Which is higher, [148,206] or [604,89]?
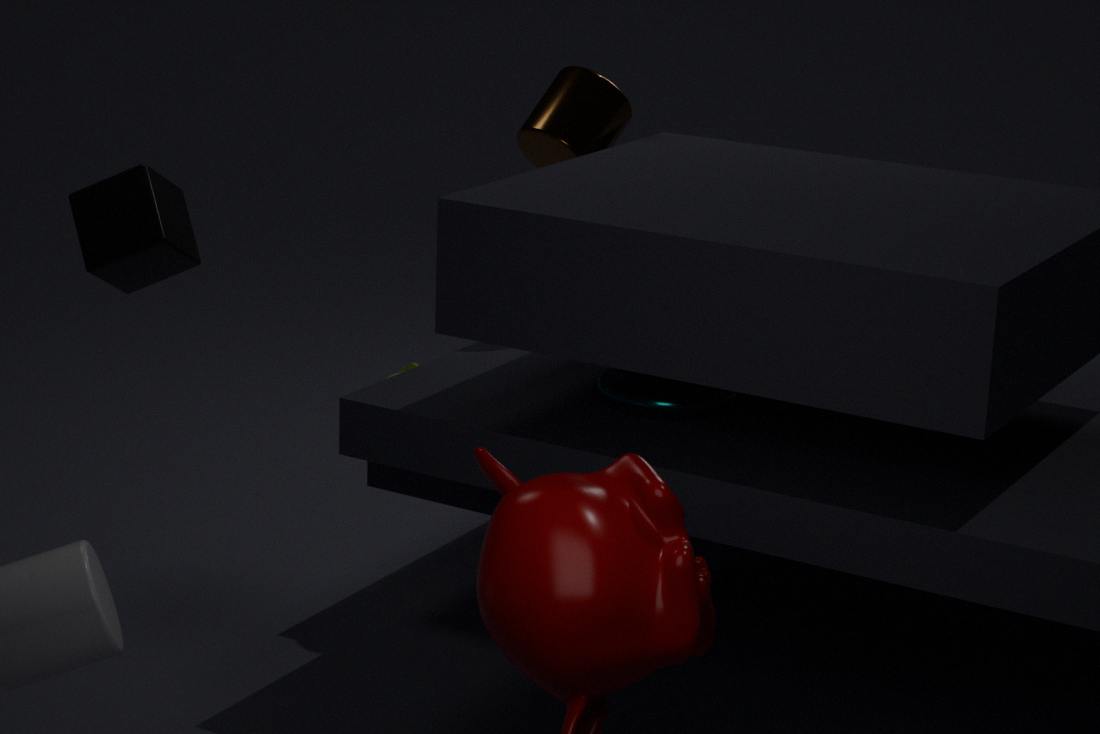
[604,89]
